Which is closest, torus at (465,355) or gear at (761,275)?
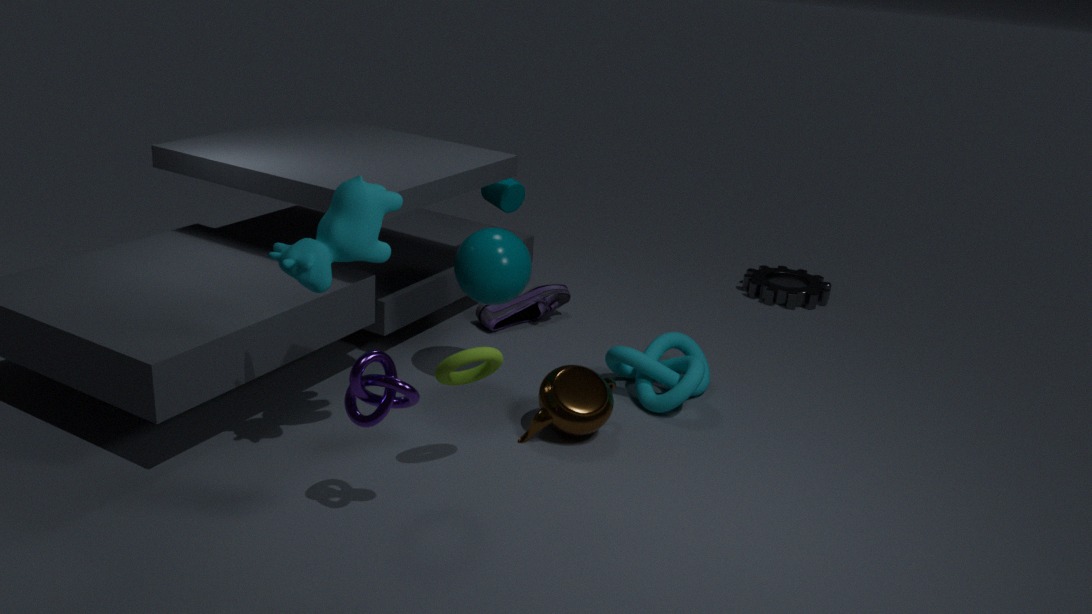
torus at (465,355)
